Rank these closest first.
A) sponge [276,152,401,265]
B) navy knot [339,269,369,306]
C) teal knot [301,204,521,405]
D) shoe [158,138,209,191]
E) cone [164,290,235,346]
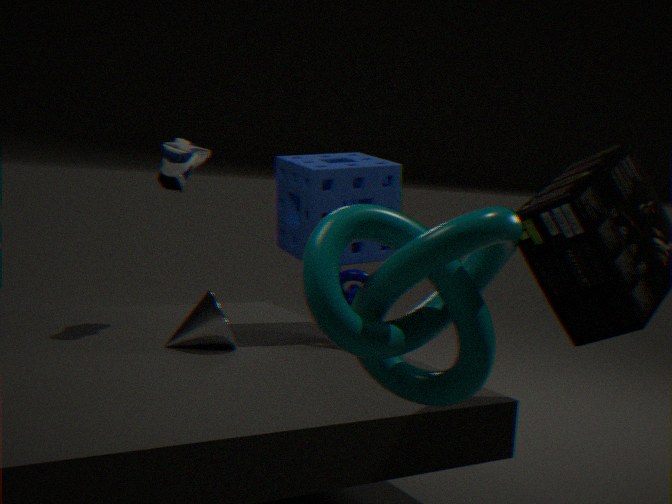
teal knot [301,204,521,405]
cone [164,290,235,346]
shoe [158,138,209,191]
sponge [276,152,401,265]
navy knot [339,269,369,306]
